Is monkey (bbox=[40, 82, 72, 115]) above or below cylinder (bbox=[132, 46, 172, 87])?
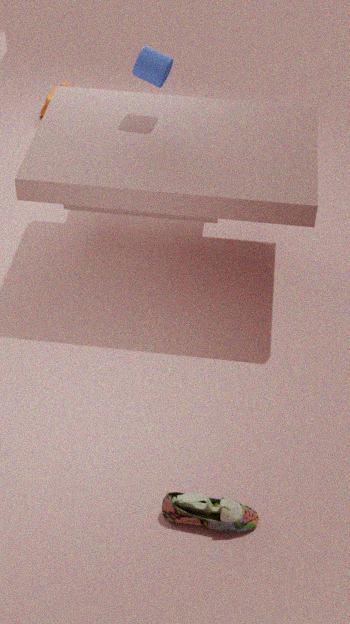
below
